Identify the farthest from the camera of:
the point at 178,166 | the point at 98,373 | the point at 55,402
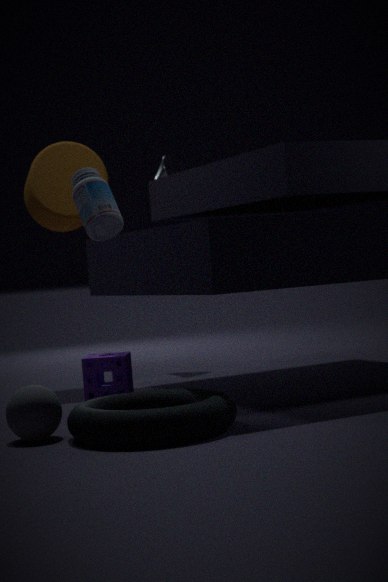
the point at 178,166
